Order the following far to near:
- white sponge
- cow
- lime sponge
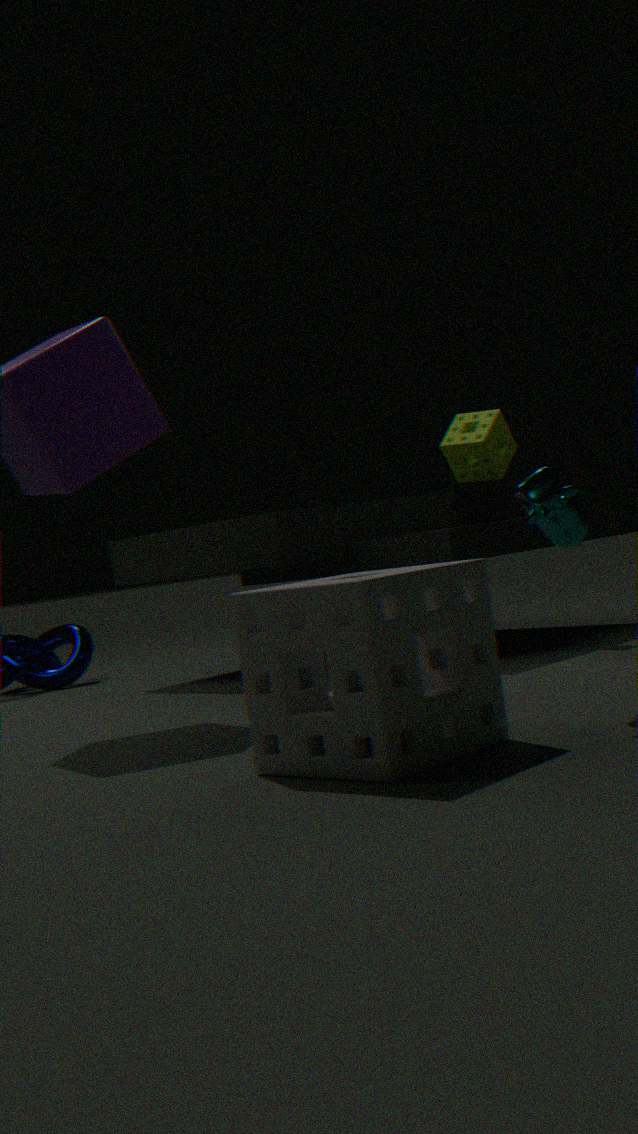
lime sponge < cow < white sponge
